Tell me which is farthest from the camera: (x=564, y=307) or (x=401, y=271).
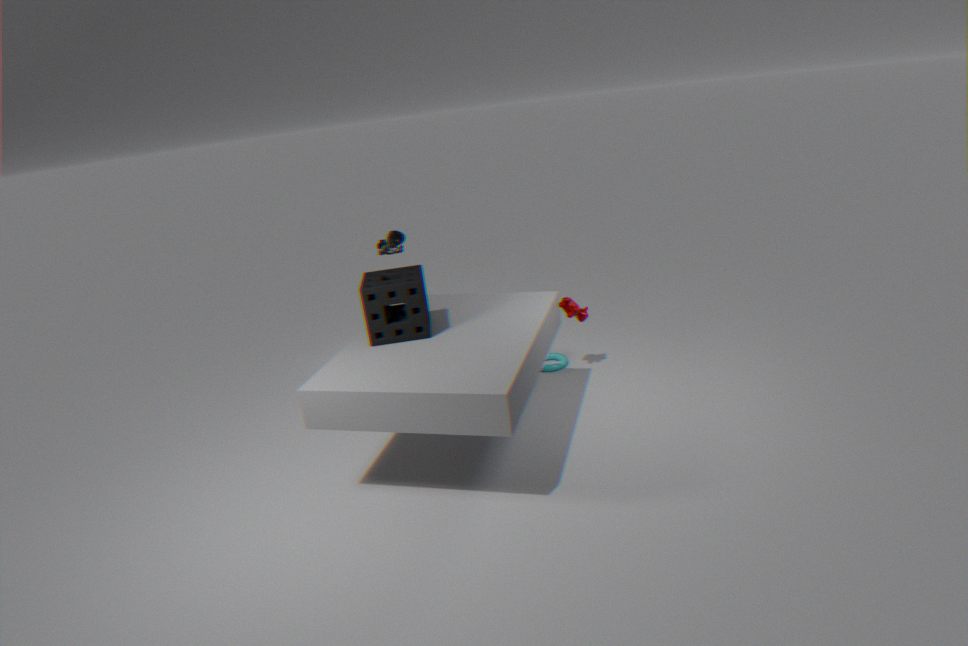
(x=564, y=307)
